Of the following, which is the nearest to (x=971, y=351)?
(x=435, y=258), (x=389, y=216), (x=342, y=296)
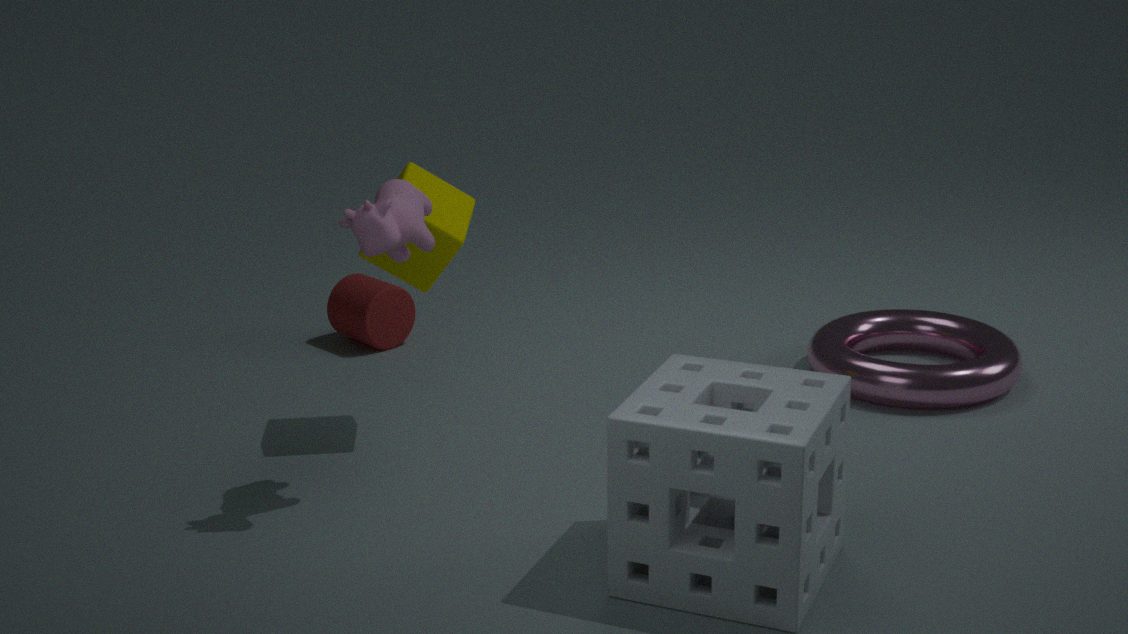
(x=435, y=258)
